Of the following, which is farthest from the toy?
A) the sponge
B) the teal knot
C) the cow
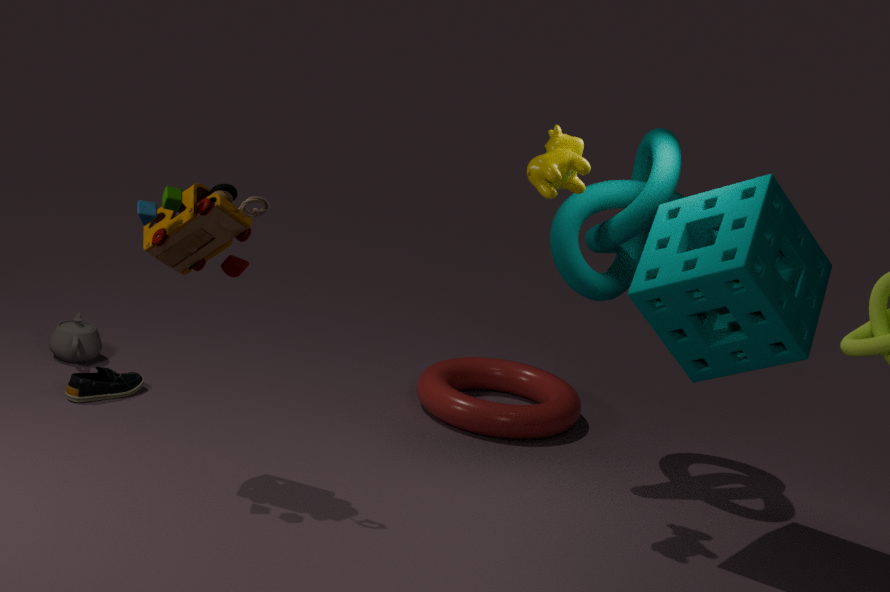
the sponge
